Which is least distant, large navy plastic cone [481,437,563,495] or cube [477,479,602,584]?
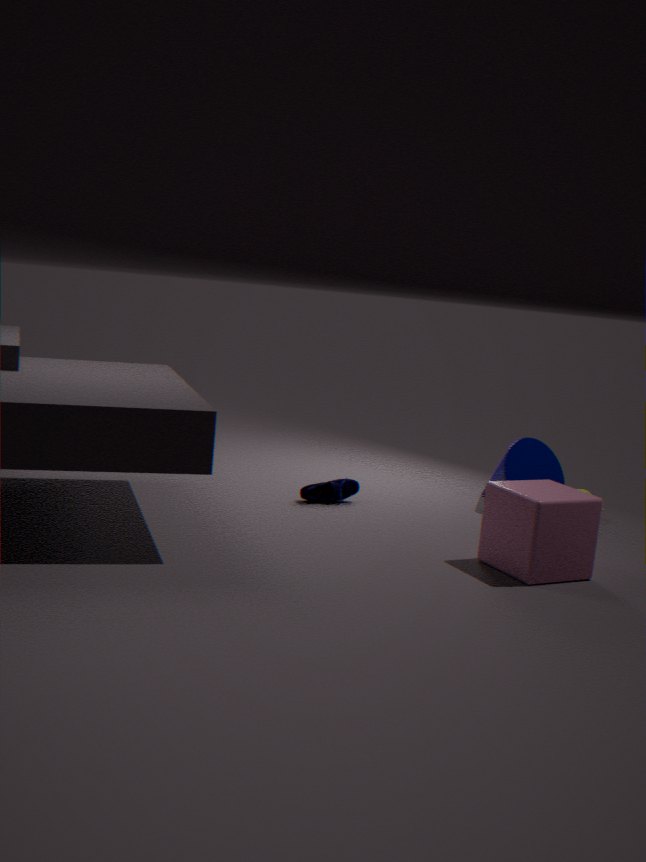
cube [477,479,602,584]
